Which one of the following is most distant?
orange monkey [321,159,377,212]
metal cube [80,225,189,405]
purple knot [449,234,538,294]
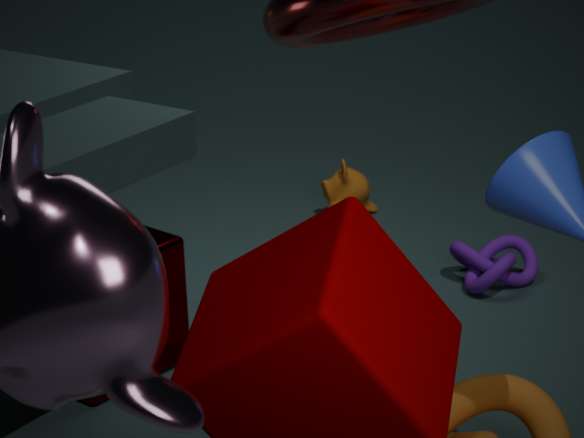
orange monkey [321,159,377,212]
